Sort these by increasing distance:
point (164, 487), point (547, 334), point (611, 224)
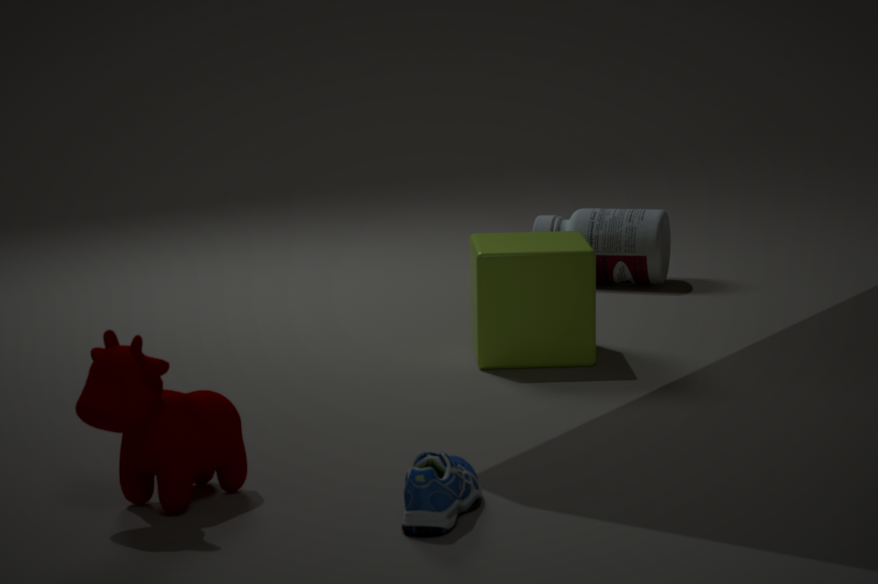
point (164, 487)
point (547, 334)
point (611, 224)
